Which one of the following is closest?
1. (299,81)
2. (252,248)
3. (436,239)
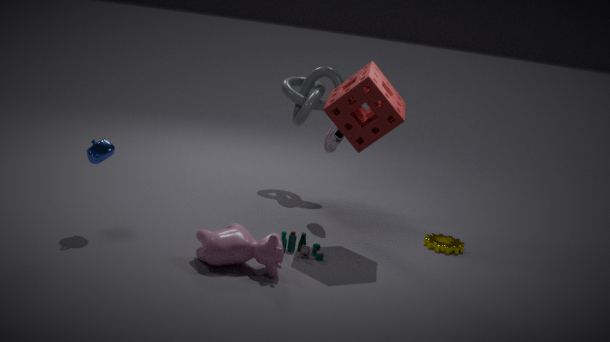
(252,248)
